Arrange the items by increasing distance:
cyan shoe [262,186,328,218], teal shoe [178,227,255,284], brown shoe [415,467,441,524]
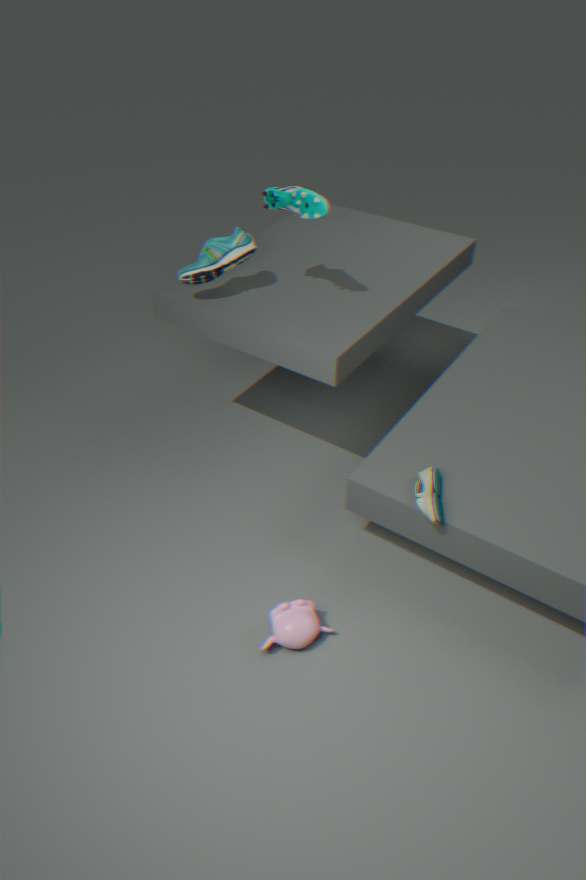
brown shoe [415,467,441,524]
cyan shoe [262,186,328,218]
teal shoe [178,227,255,284]
